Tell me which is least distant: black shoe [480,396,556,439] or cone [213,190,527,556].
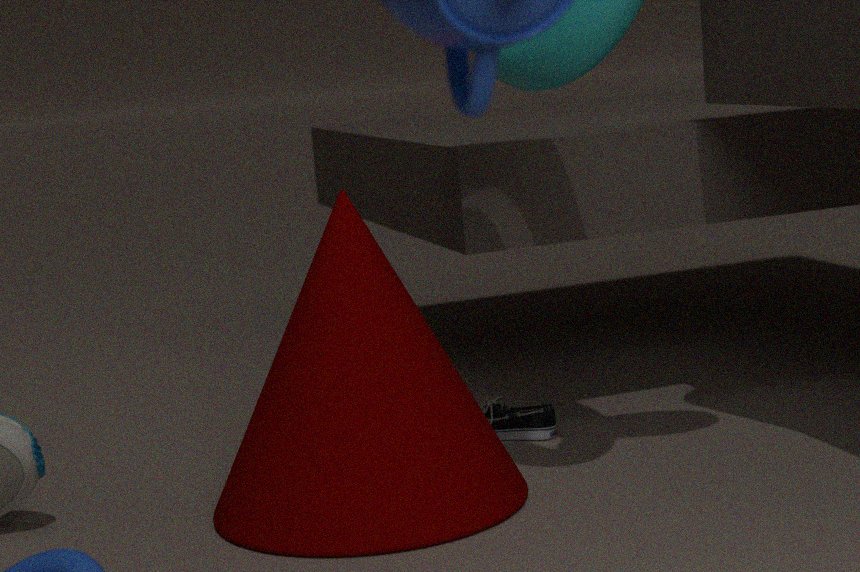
cone [213,190,527,556]
